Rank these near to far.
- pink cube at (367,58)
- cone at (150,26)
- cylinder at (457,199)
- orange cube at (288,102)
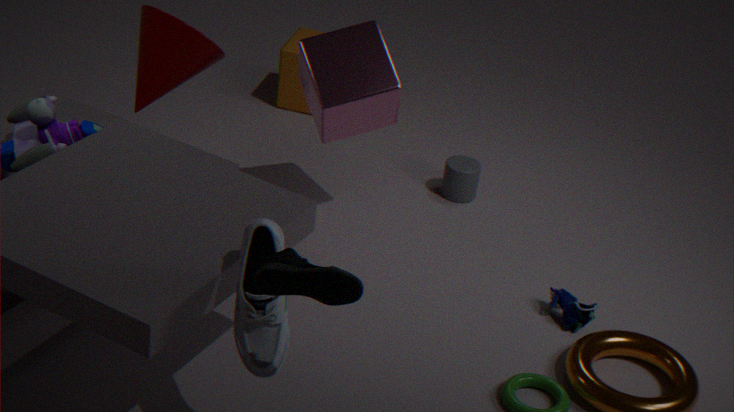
1. pink cube at (367,58)
2. cone at (150,26)
3. cylinder at (457,199)
4. orange cube at (288,102)
